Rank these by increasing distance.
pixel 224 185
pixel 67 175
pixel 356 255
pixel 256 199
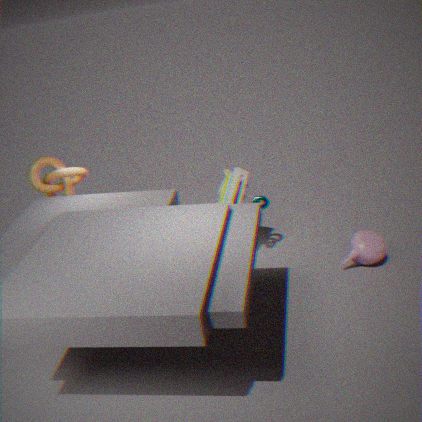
1. pixel 356 255
2. pixel 67 175
3. pixel 224 185
4. pixel 256 199
